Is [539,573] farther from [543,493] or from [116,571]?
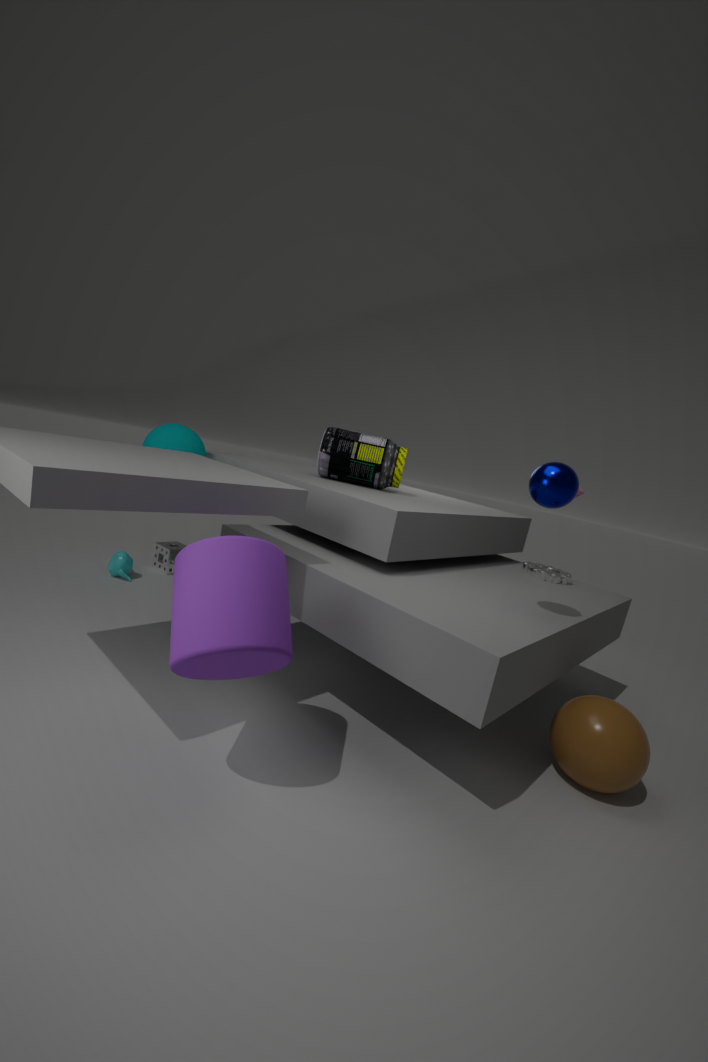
[116,571]
